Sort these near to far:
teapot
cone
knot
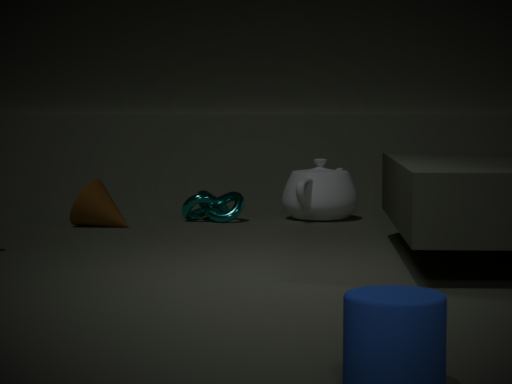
cone
knot
teapot
